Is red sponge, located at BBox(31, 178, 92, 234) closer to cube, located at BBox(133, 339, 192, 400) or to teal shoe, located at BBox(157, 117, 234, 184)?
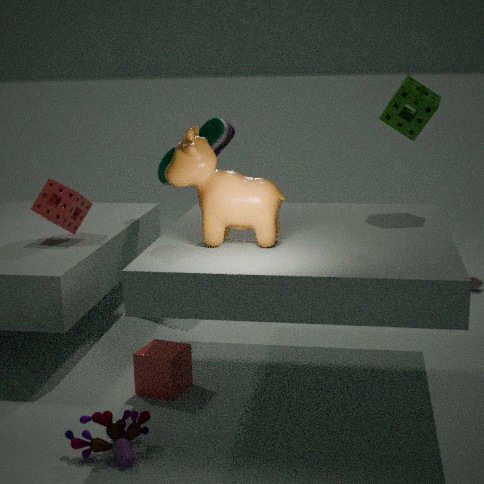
teal shoe, located at BBox(157, 117, 234, 184)
